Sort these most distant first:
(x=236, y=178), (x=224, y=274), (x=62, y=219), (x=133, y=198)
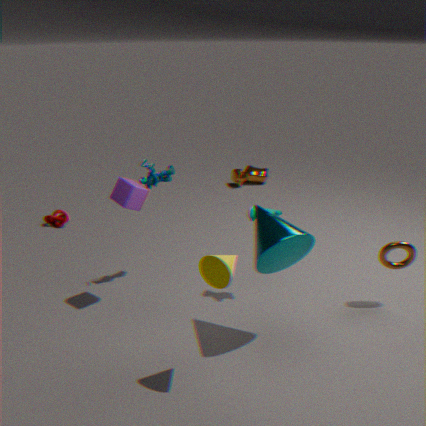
(x=236, y=178)
(x=62, y=219)
(x=133, y=198)
(x=224, y=274)
